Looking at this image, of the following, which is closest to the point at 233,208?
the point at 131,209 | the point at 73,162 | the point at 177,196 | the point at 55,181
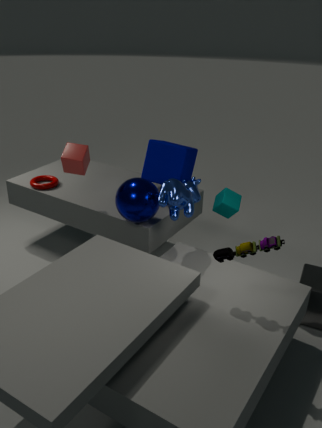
the point at 177,196
